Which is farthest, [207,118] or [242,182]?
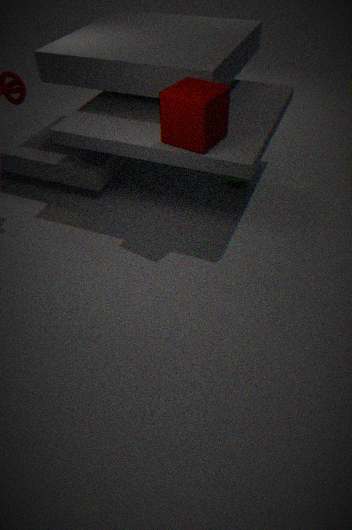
[242,182]
